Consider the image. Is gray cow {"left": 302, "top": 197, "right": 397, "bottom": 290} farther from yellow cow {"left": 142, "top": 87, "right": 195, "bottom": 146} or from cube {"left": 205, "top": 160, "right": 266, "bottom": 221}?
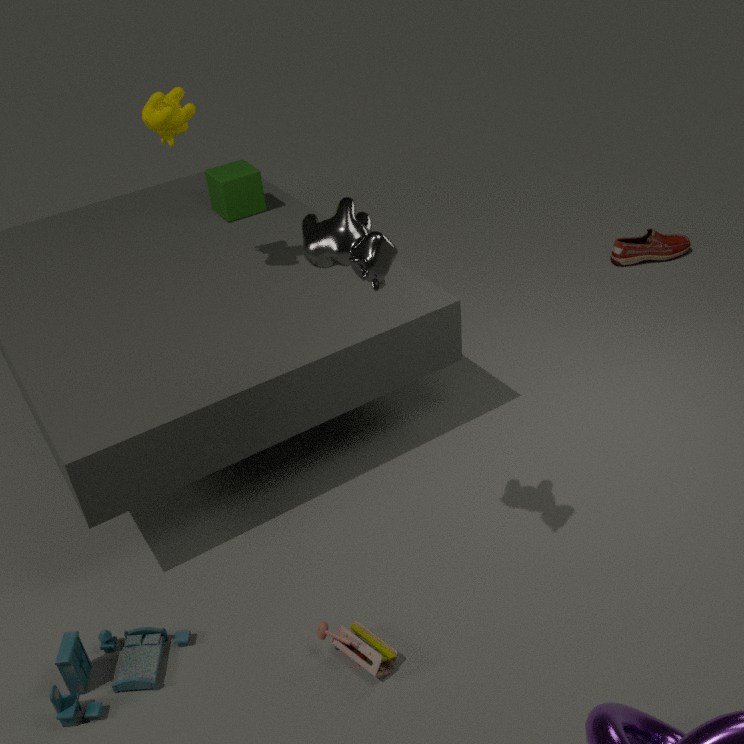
cube {"left": 205, "top": 160, "right": 266, "bottom": 221}
